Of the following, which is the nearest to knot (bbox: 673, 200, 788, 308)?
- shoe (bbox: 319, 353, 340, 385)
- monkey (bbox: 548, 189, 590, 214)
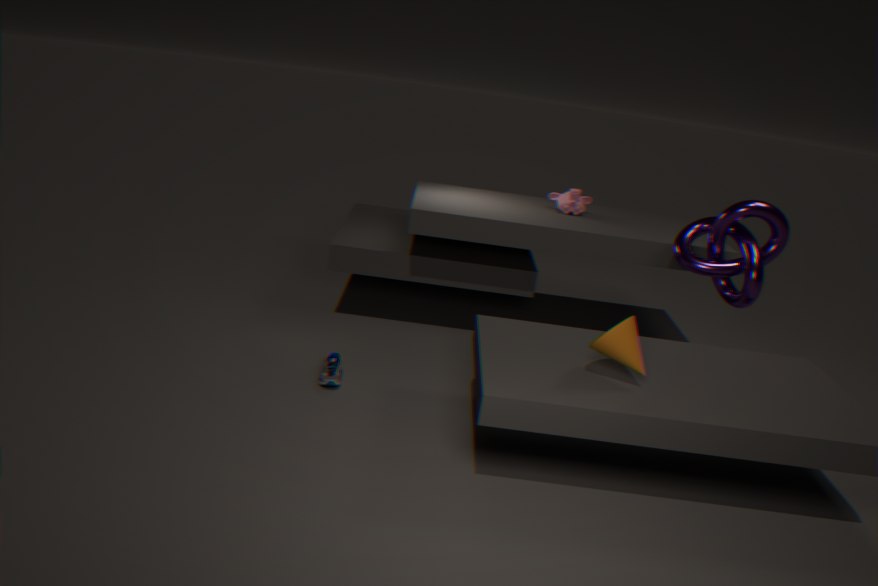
monkey (bbox: 548, 189, 590, 214)
